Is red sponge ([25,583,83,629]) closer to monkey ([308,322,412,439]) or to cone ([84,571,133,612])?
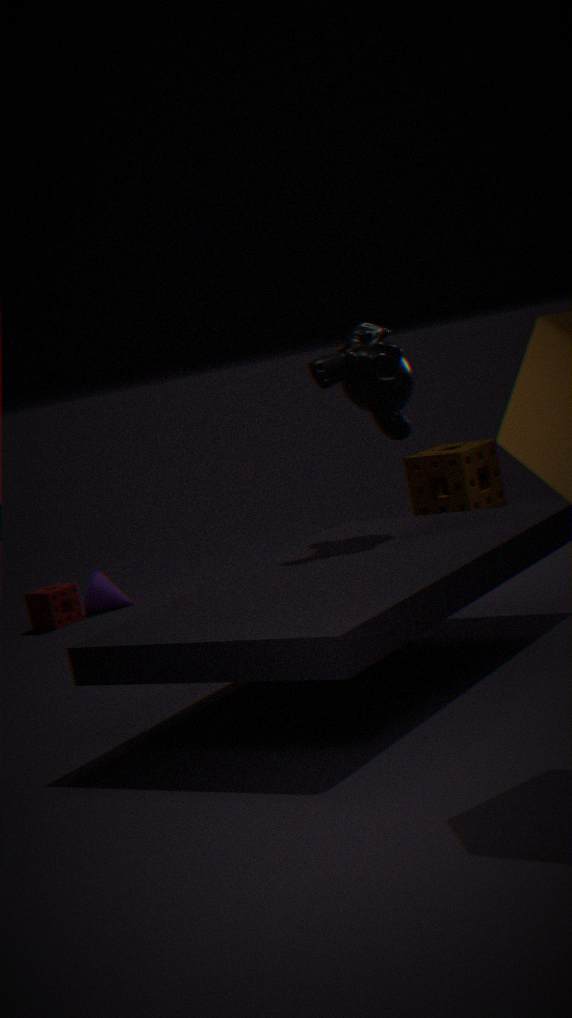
cone ([84,571,133,612])
